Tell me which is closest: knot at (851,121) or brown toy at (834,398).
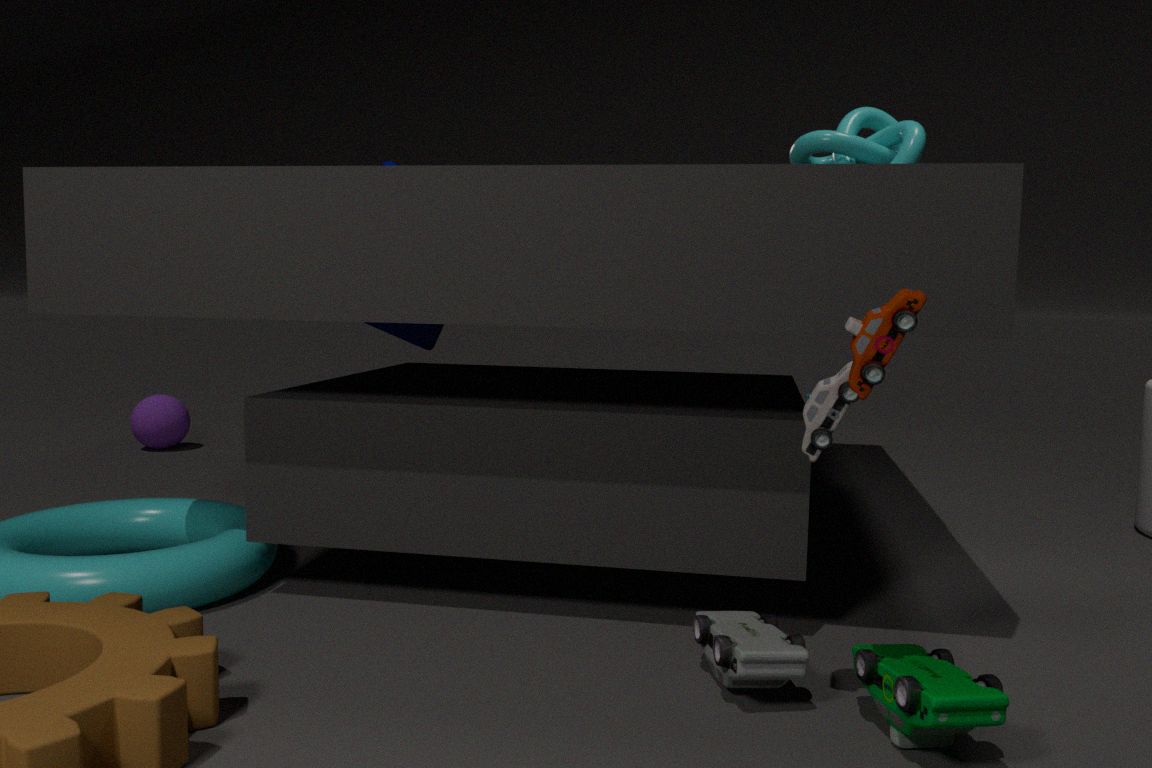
brown toy at (834,398)
